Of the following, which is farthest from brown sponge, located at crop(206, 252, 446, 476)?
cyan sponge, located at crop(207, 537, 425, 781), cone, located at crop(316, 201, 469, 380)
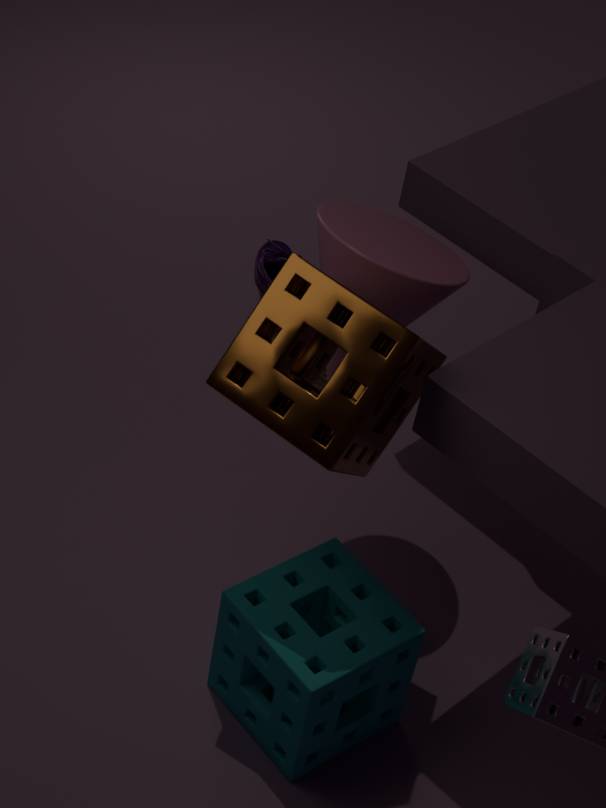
cyan sponge, located at crop(207, 537, 425, 781)
